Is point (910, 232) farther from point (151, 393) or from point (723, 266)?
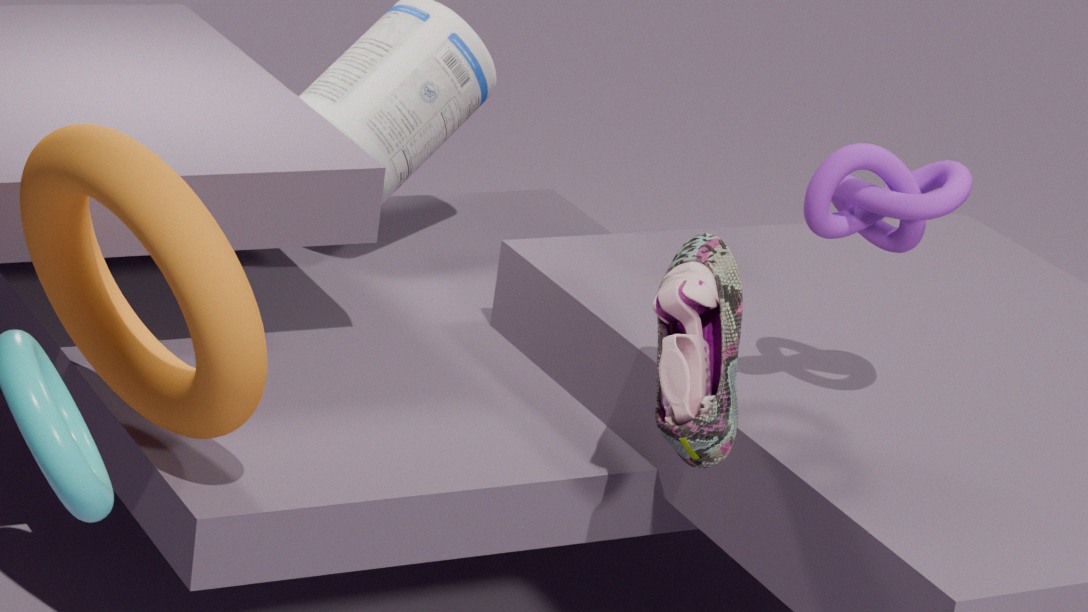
point (151, 393)
